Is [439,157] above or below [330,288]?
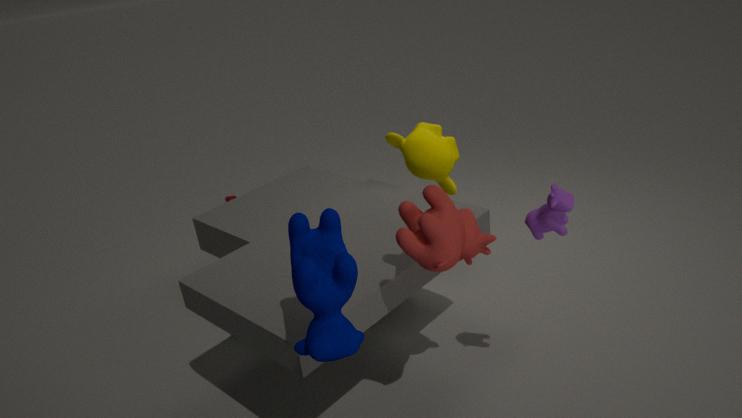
below
